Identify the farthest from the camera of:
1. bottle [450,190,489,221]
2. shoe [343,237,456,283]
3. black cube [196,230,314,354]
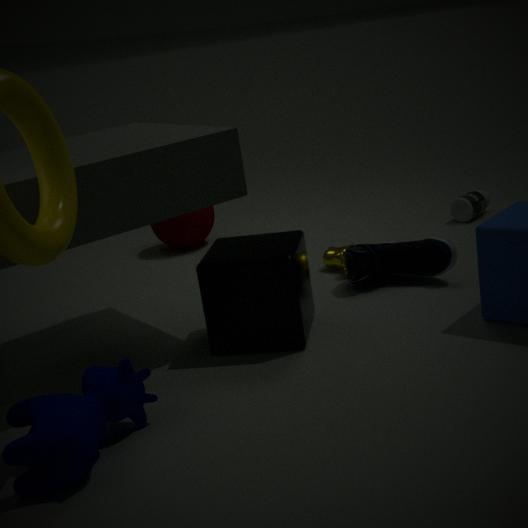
bottle [450,190,489,221]
